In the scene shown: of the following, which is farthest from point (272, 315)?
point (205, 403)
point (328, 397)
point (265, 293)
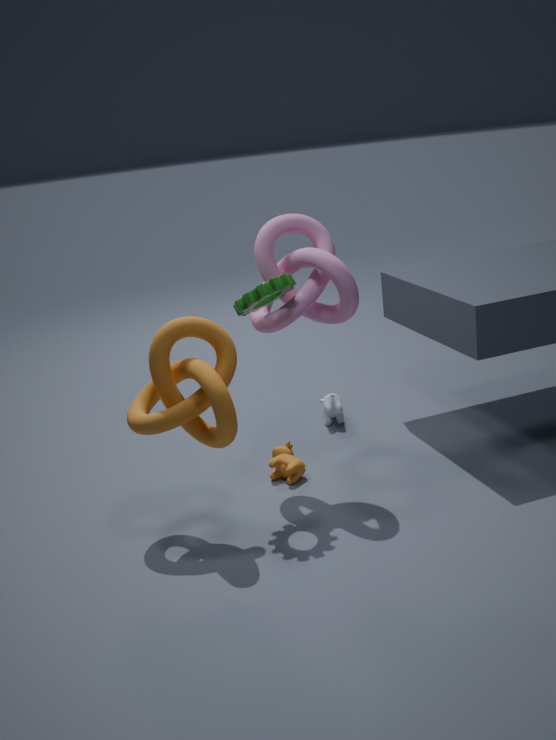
point (328, 397)
